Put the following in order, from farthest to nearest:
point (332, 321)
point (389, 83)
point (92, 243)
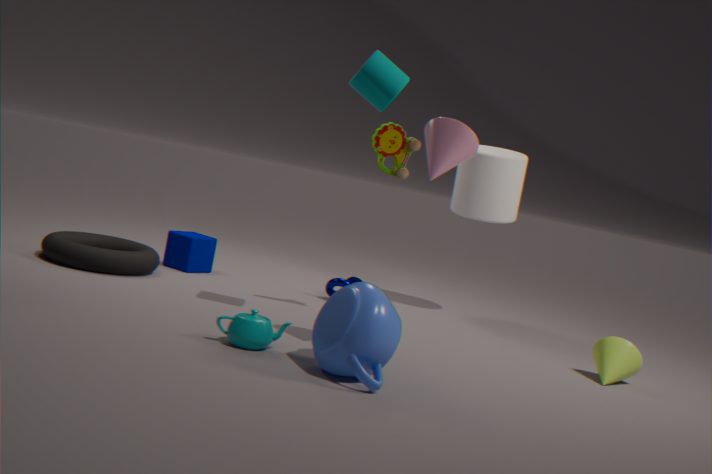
point (92, 243) → point (389, 83) → point (332, 321)
